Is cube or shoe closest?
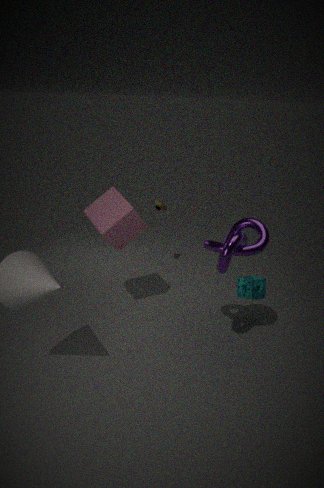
cube
